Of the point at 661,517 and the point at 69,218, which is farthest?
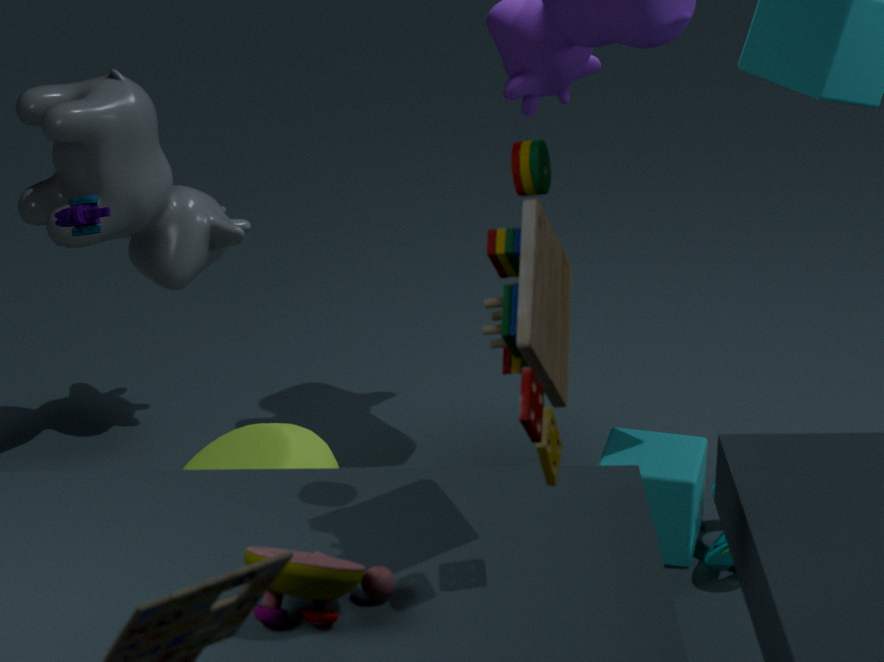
the point at 661,517
